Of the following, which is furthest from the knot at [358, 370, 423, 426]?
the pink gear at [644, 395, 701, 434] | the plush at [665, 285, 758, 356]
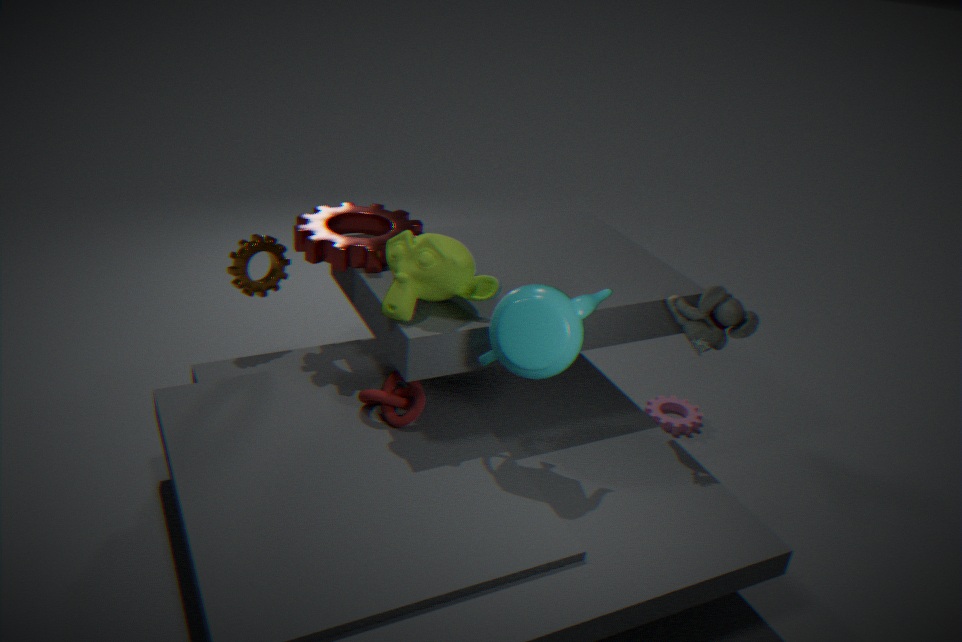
the pink gear at [644, 395, 701, 434]
